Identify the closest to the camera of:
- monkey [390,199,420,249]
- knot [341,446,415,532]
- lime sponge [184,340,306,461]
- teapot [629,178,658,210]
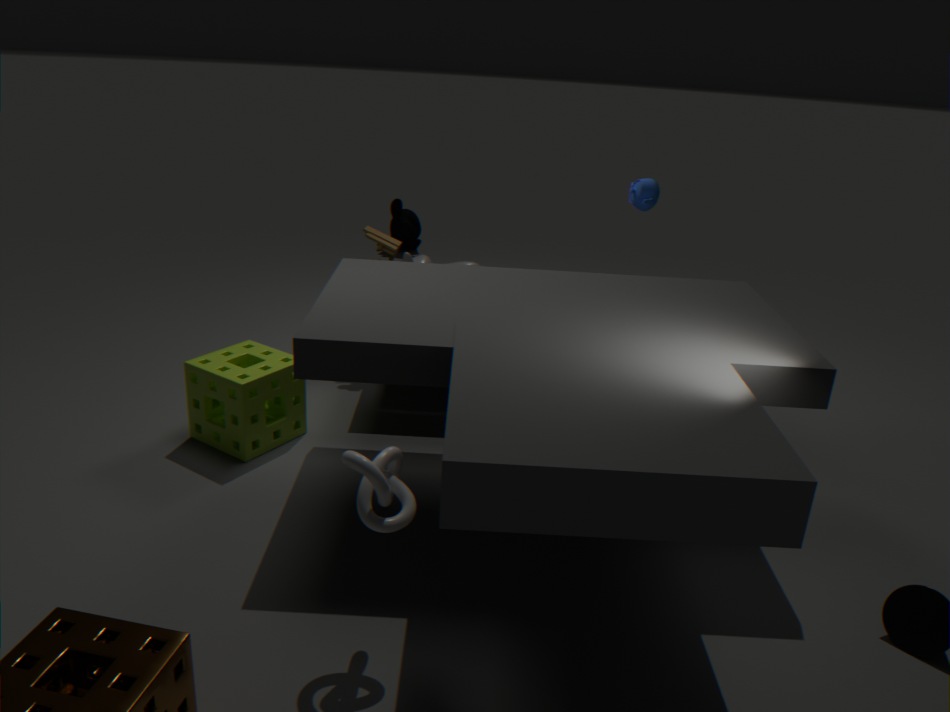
knot [341,446,415,532]
